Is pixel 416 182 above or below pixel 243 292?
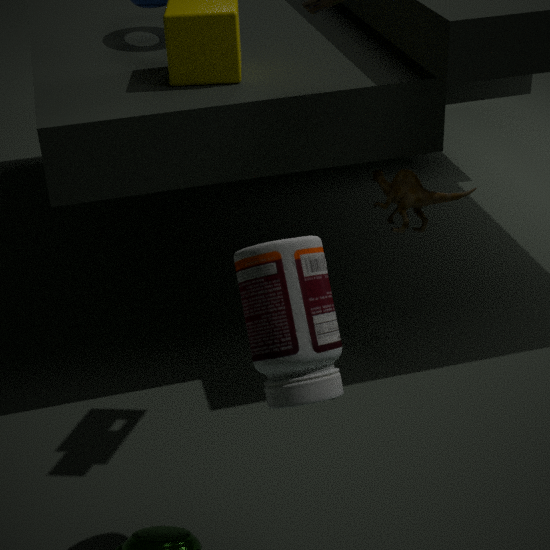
below
